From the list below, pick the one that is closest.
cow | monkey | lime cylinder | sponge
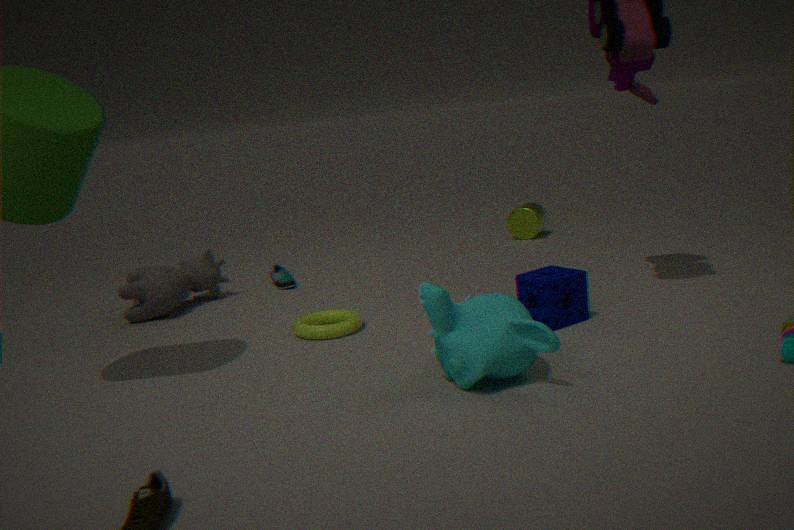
monkey
